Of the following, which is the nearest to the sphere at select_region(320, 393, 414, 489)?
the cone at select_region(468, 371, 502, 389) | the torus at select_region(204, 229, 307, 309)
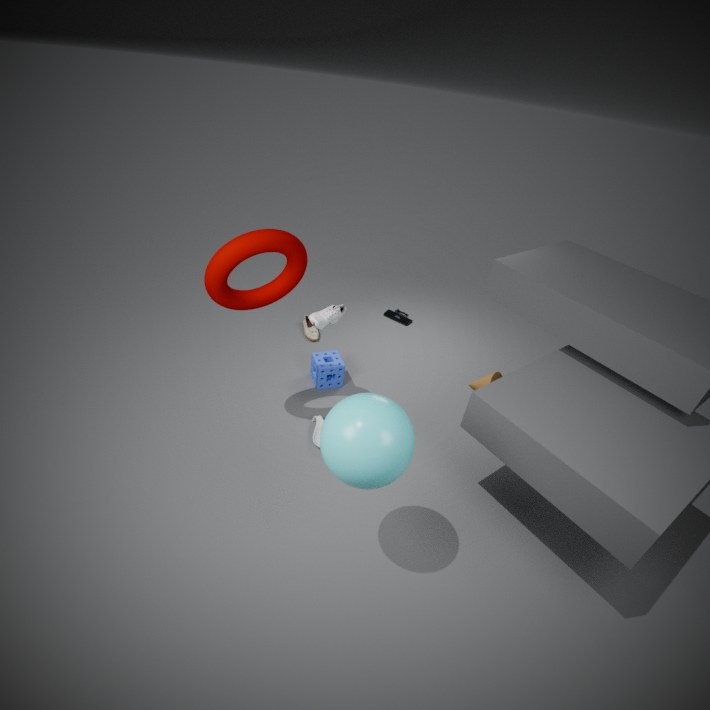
the torus at select_region(204, 229, 307, 309)
